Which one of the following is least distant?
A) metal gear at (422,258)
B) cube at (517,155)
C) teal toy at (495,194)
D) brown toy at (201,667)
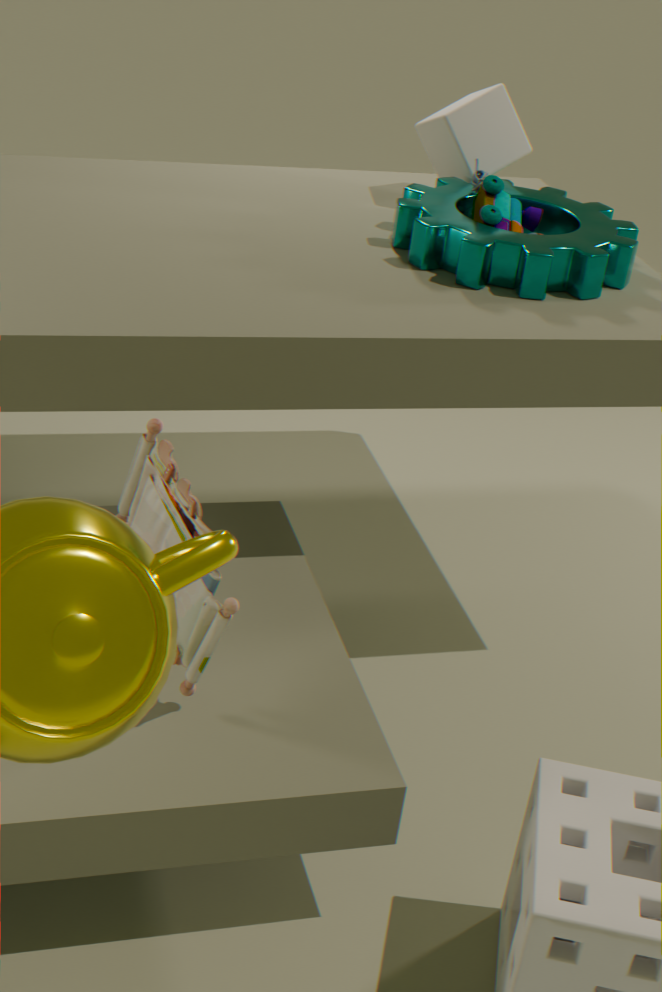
brown toy at (201,667)
